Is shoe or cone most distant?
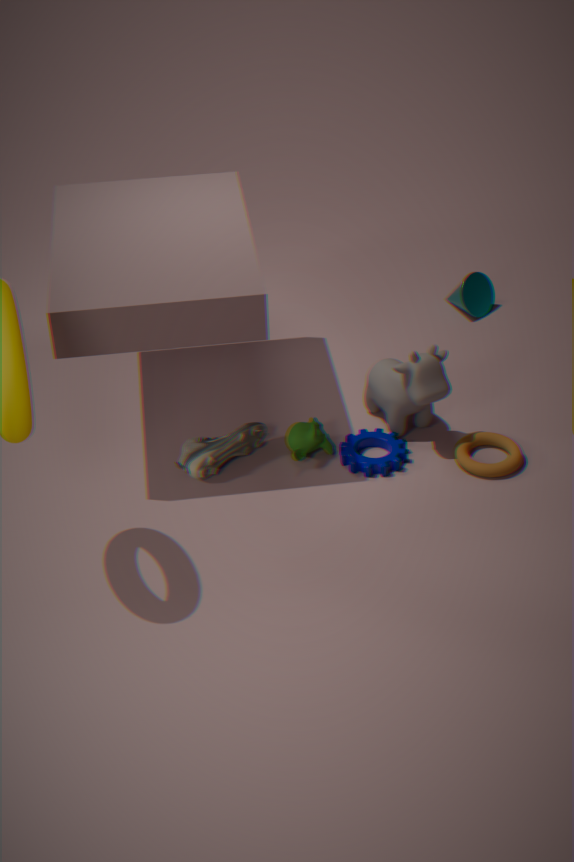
cone
